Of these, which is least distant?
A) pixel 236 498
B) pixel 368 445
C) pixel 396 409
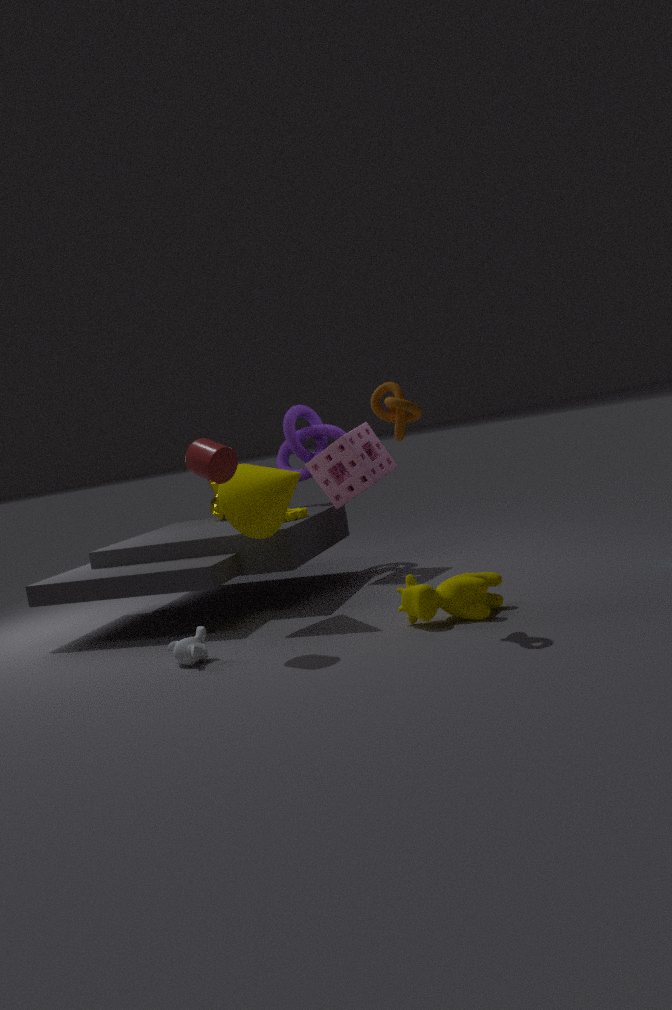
pixel 396 409
